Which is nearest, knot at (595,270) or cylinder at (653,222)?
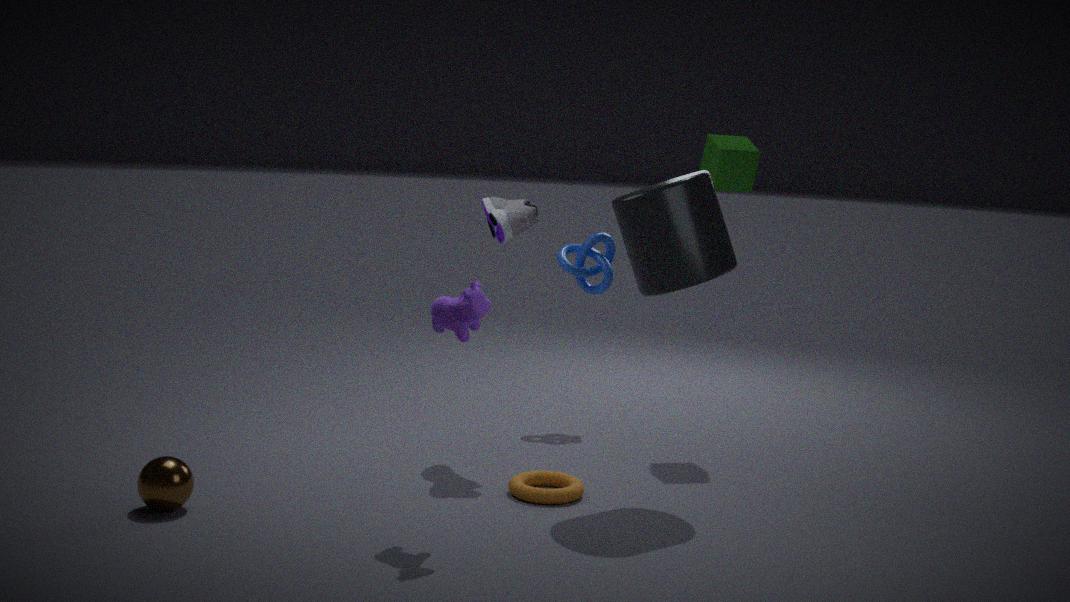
cylinder at (653,222)
